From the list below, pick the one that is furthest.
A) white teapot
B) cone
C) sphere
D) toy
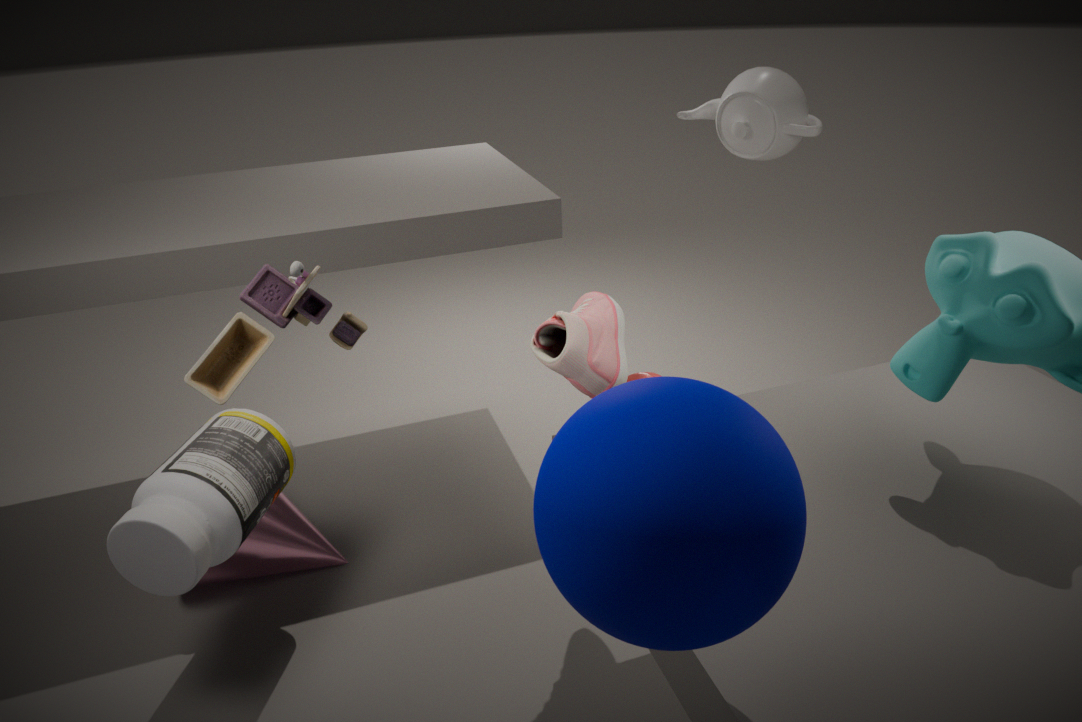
A. white teapot
